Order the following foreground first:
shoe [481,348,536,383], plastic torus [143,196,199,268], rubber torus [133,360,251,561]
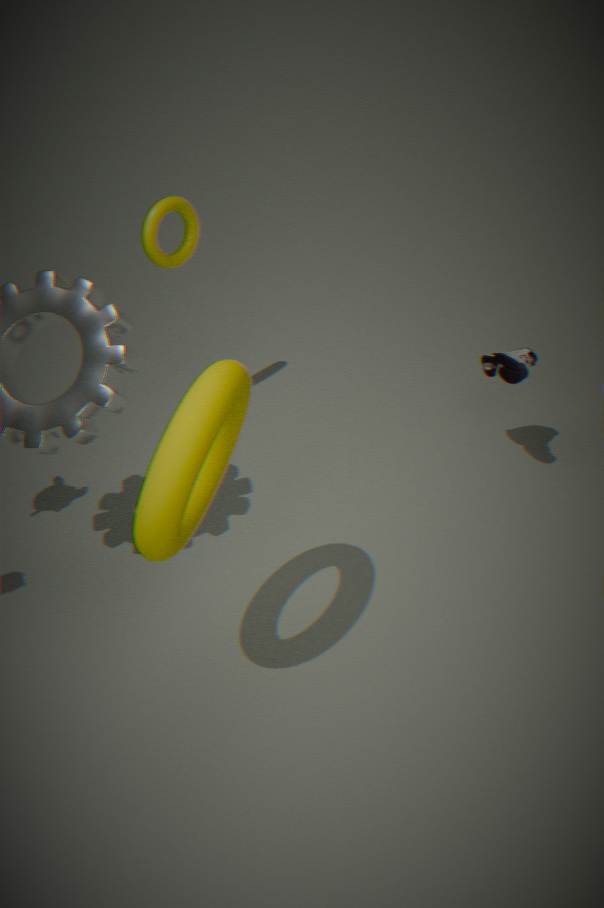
rubber torus [133,360,251,561] < shoe [481,348,536,383] < plastic torus [143,196,199,268]
